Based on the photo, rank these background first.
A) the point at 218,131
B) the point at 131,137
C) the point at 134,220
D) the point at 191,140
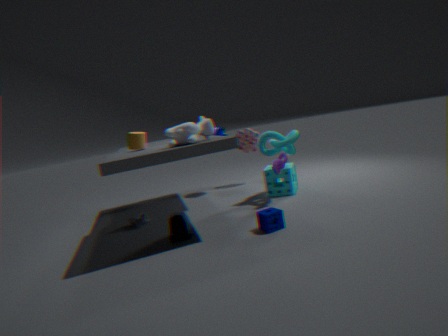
the point at 218,131, the point at 134,220, the point at 131,137, the point at 191,140
